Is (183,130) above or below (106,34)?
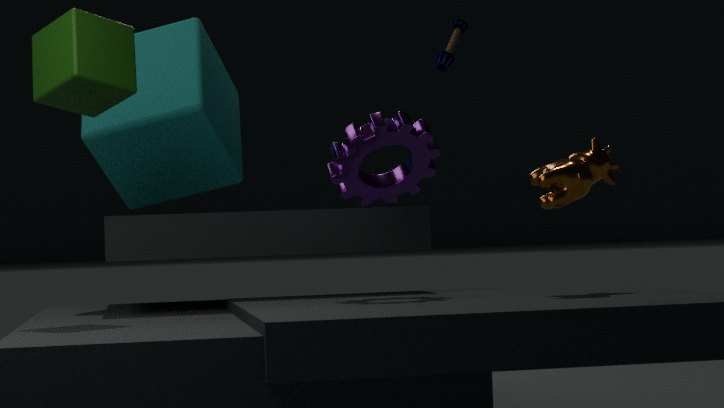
below
